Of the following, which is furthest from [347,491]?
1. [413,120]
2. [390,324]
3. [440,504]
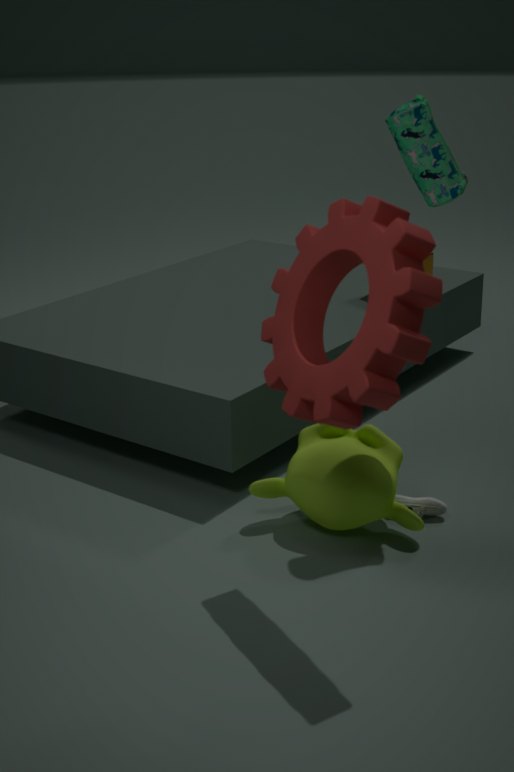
[413,120]
